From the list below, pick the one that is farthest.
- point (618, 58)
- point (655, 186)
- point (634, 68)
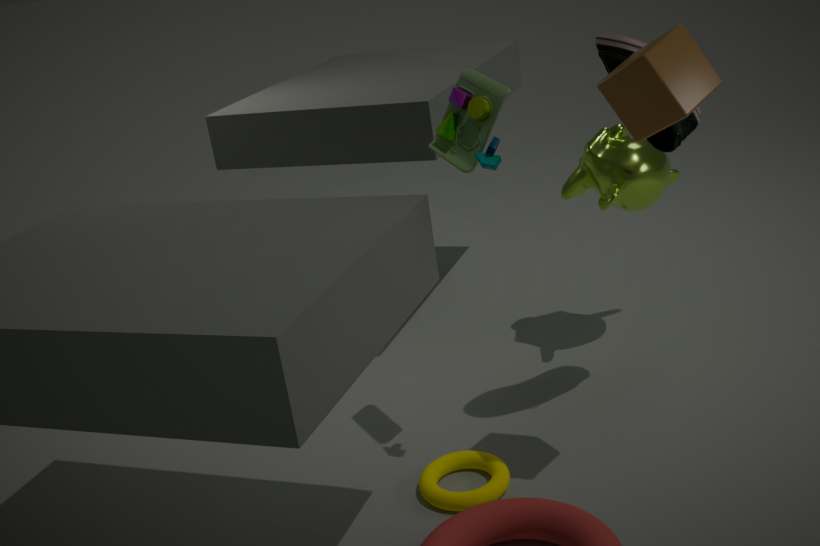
point (655, 186)
